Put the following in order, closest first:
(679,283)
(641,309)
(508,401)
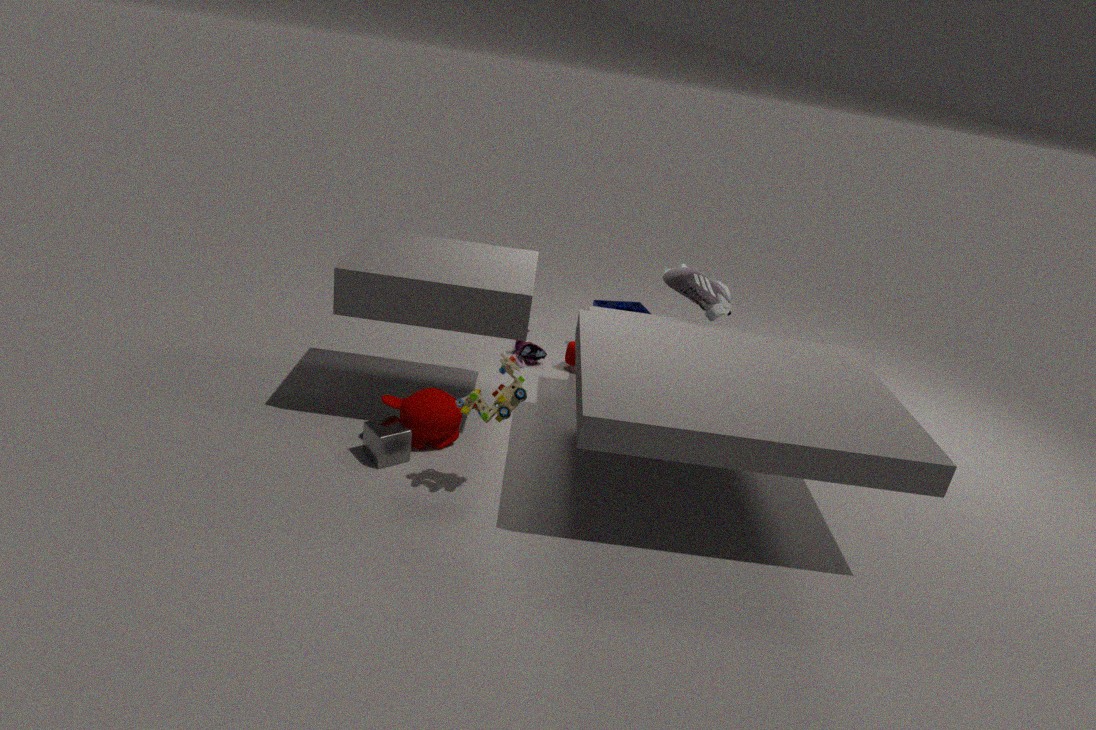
(508,401) < (679,283) < (641,309)
